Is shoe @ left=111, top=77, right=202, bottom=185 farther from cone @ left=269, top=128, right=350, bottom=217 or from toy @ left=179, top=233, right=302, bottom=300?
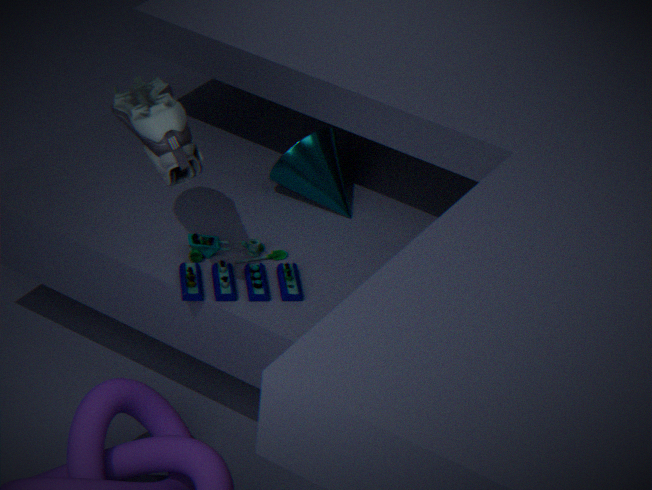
cone @ left=269, top=128, right=350, bottom=217
